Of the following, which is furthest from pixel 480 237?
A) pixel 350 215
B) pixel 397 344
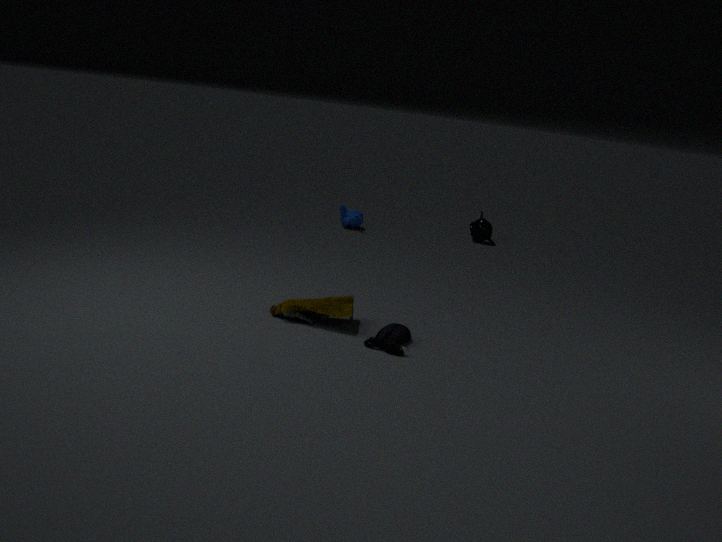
pixel 397 344
